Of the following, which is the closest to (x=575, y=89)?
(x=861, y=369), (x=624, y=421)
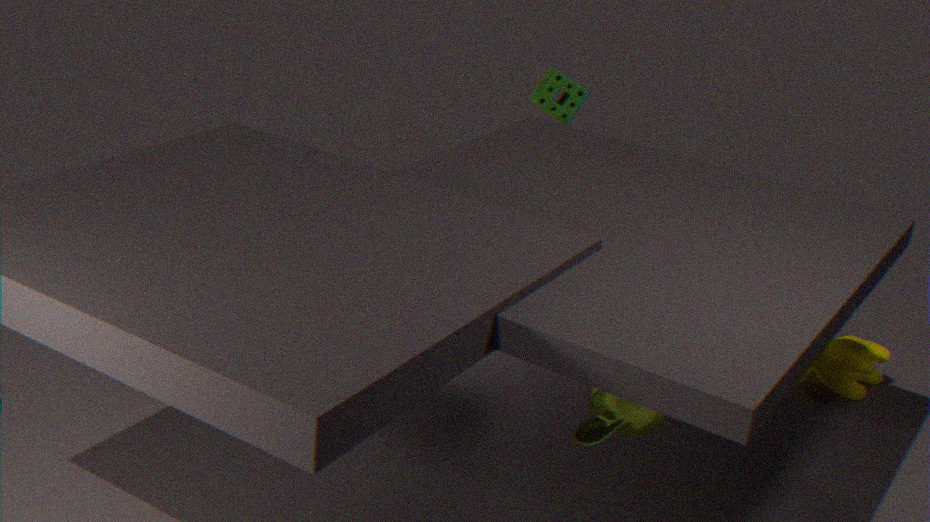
(x=861, y=369)
